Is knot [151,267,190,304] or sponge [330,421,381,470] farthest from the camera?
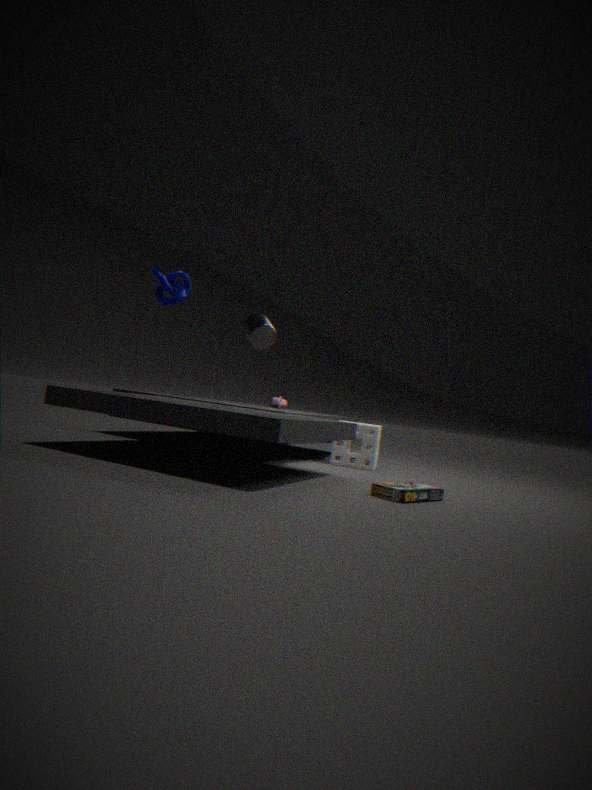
sponge [330,421,381,470]
